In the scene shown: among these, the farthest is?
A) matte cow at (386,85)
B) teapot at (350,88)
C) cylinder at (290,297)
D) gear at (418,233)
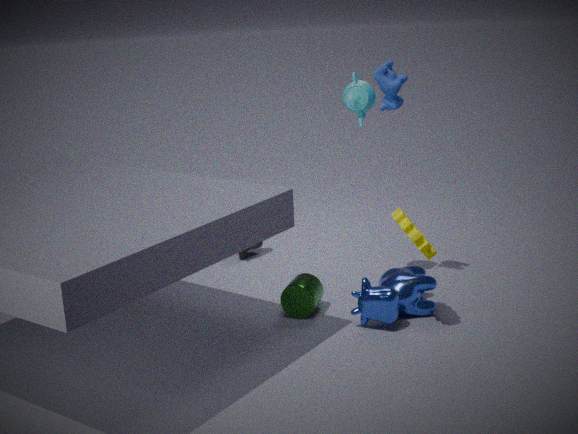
teapot at (350,88)
